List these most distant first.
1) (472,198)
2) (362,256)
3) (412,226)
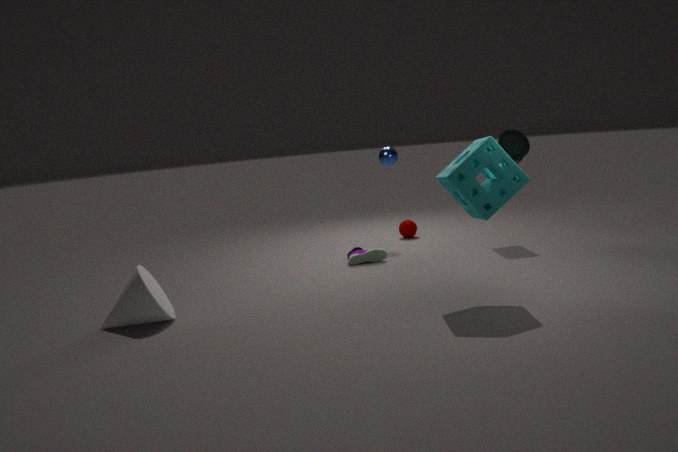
3. (412,226)
2. (362,256)
1. (472,198)
